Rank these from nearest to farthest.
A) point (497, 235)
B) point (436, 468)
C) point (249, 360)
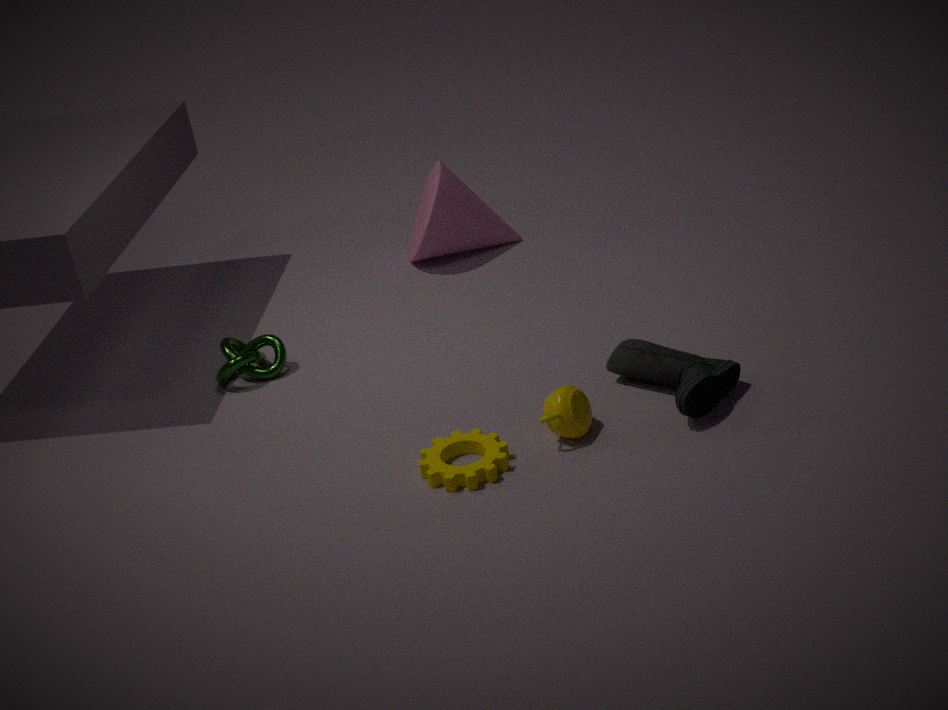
point (436, 468), point (249, 360), point (497, 235)
